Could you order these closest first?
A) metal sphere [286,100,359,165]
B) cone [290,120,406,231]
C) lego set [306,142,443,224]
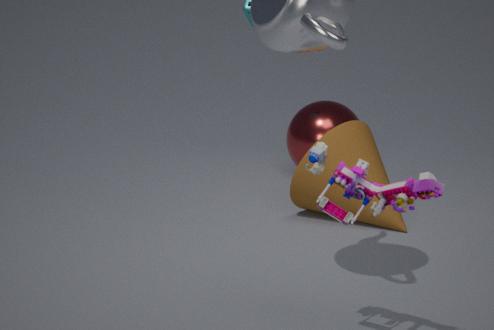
lego set [306,142,443,224], cone [290,120,406,231], metal sphere [286,100,359,165]
